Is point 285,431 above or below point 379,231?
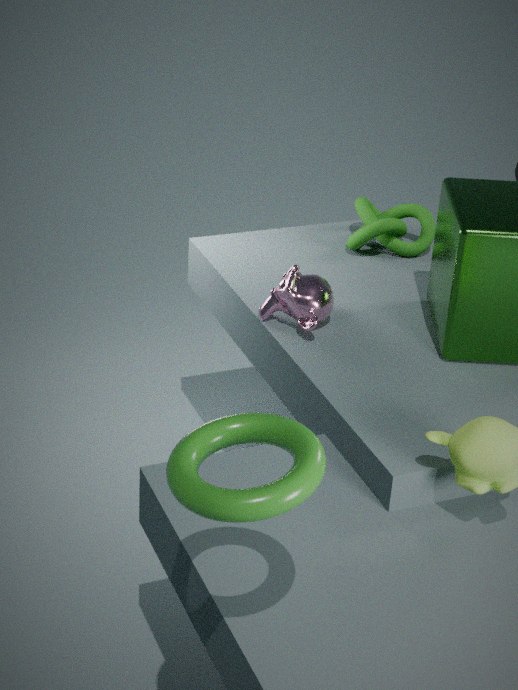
above
